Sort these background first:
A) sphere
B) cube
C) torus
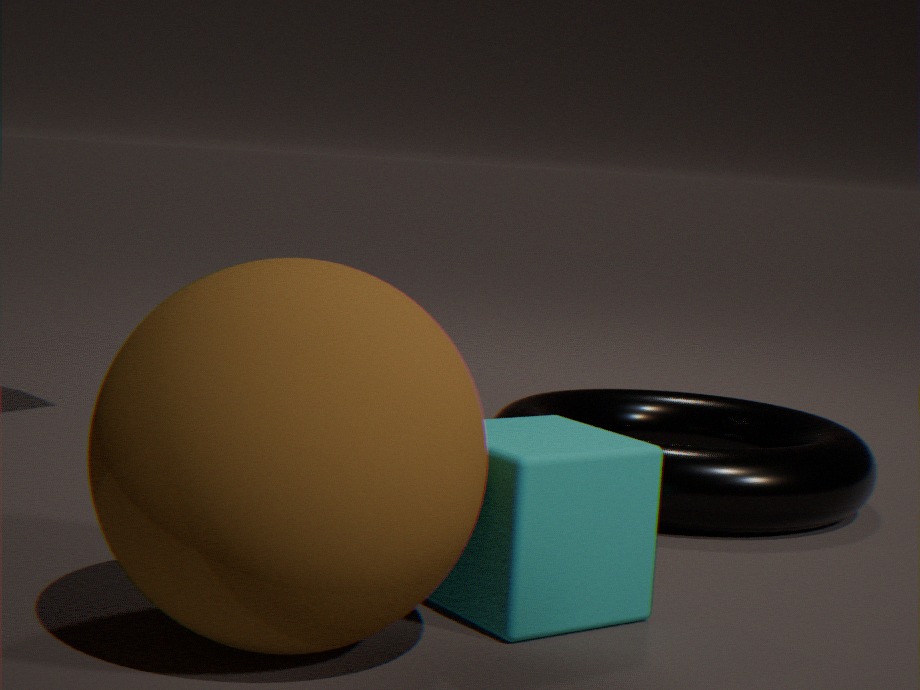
torus
cube
sphere
